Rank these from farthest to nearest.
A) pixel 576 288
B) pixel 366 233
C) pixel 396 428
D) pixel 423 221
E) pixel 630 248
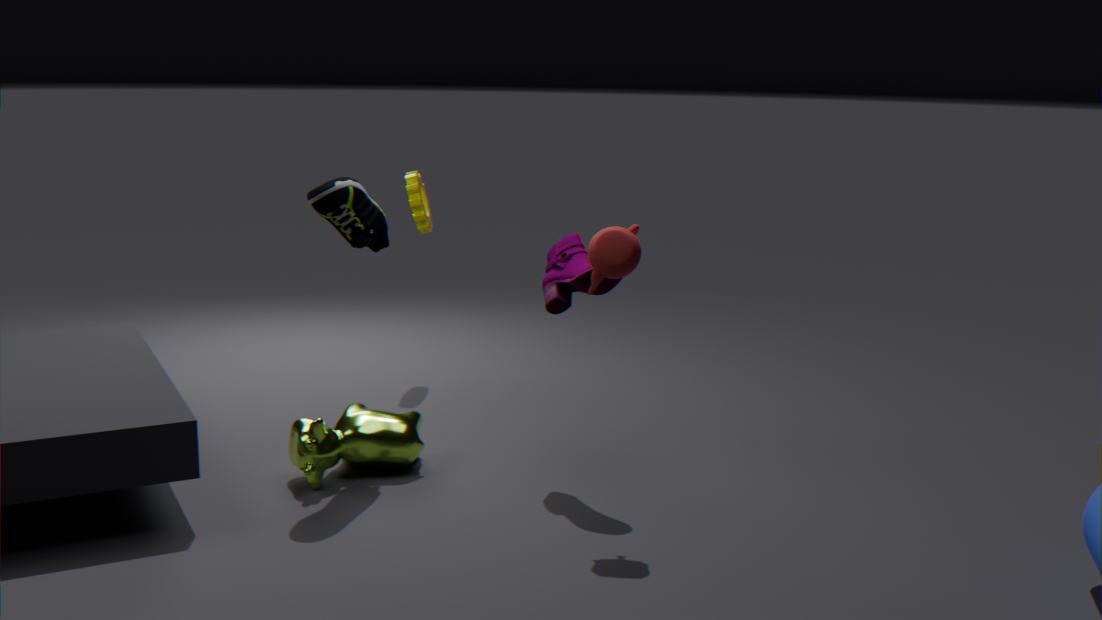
pixel 423 221, pixel 396 428, pixel 366 233, pixel 576 288, pixel 630 248
